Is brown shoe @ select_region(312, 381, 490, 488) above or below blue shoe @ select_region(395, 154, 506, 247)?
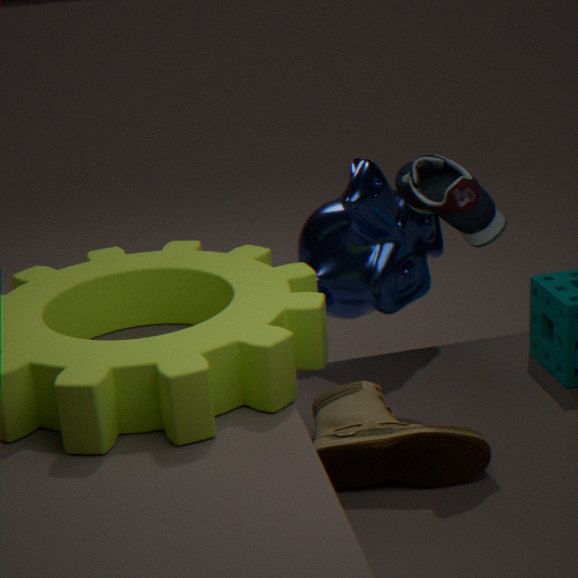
below
